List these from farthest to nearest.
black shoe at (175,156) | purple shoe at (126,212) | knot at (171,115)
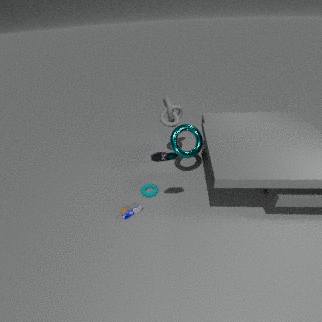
Result: knot at (171,115) → purple shoe at (126,212) → black shoe at (175,156)
